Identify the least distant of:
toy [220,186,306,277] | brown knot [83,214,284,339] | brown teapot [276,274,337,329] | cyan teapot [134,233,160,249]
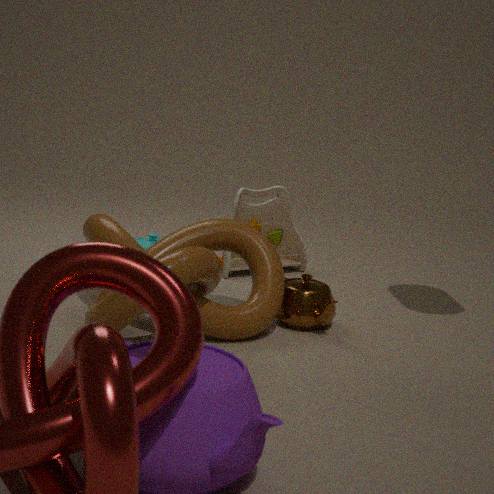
brown knot [83,214,284,339]
